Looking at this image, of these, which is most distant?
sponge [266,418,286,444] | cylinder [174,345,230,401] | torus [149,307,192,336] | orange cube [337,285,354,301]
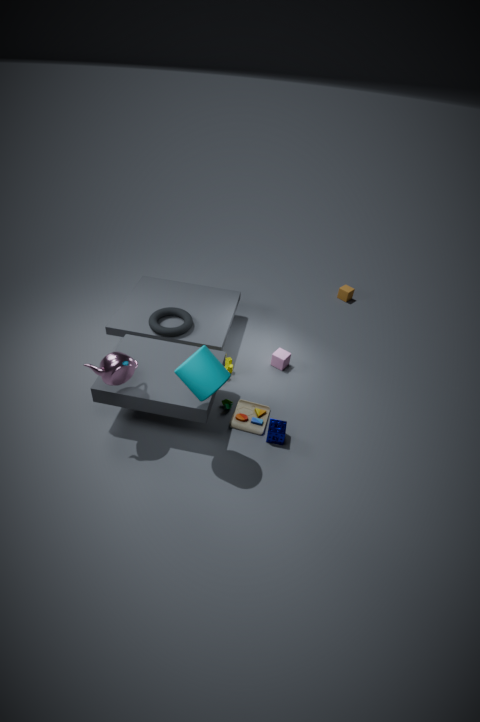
orange cube [337,285,354,301]
